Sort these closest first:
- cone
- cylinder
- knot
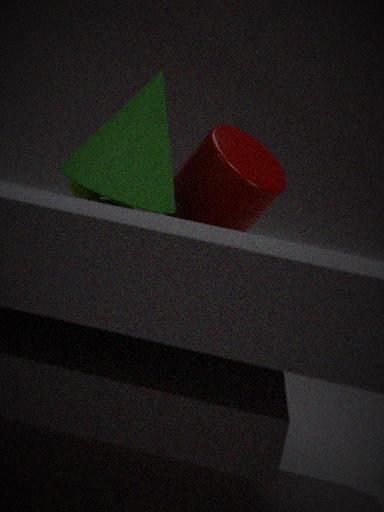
cone < knot < cylinder
